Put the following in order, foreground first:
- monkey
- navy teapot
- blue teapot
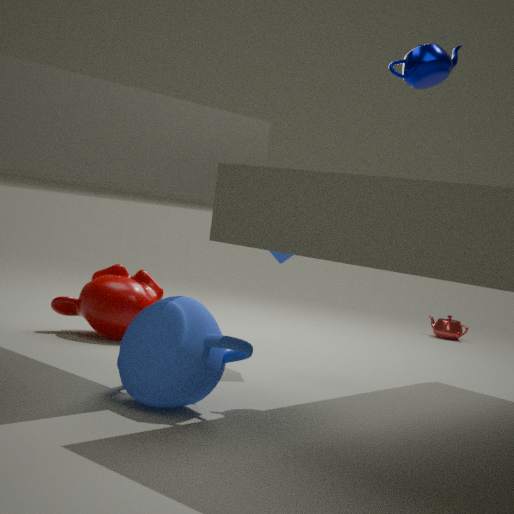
blue teapot < navy teapot < monkey
